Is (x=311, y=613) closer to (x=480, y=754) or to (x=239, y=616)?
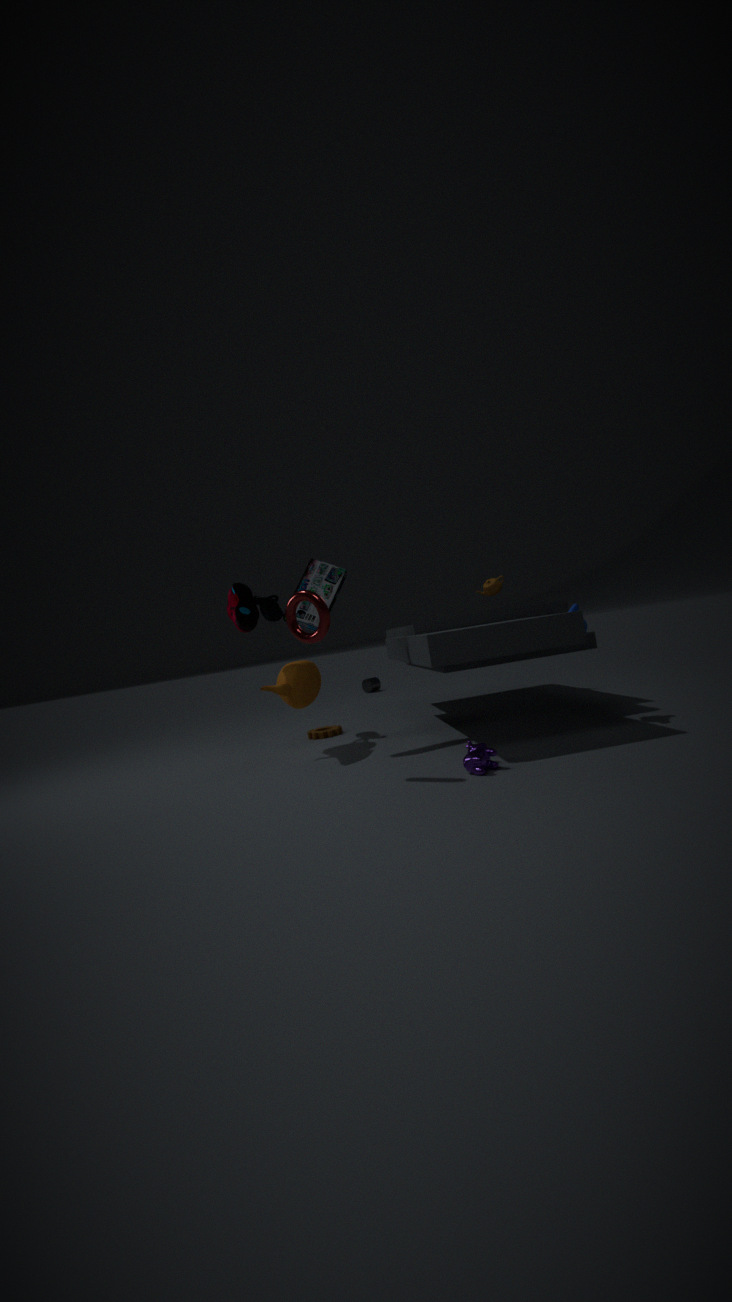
(x=239, y=616)
